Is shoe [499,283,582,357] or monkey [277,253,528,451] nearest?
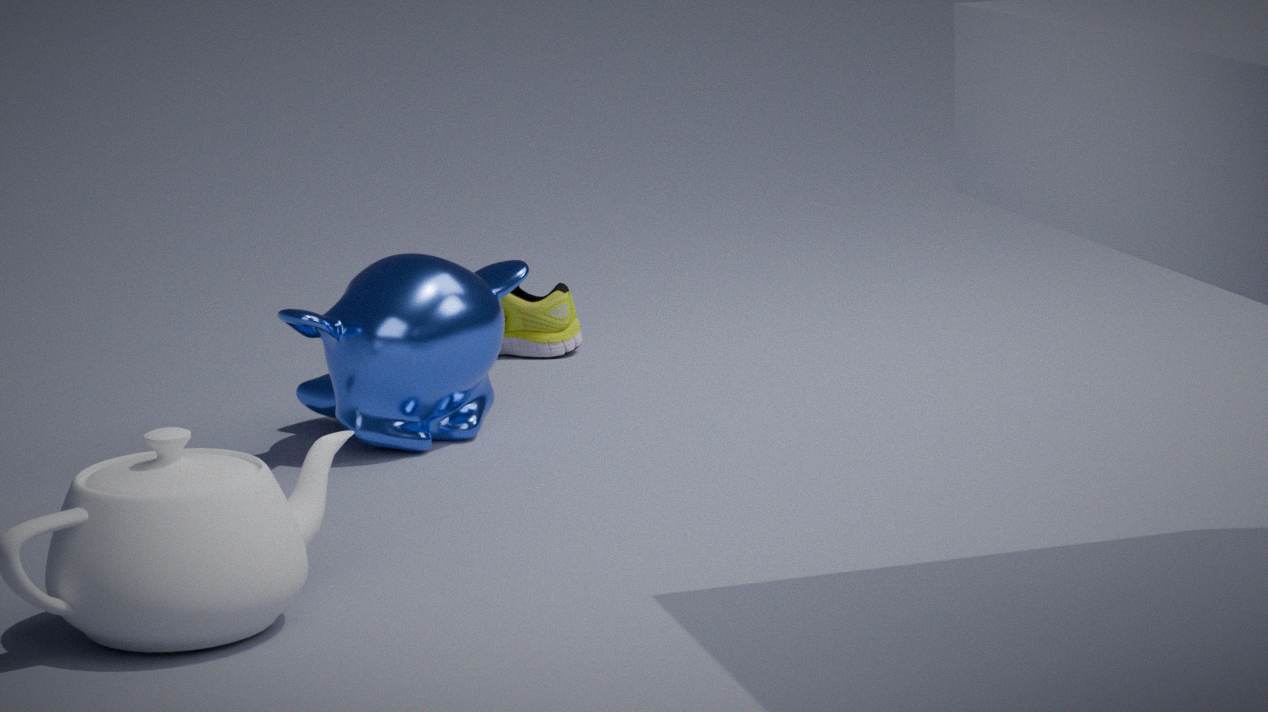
monkey [277,253,528,451]
